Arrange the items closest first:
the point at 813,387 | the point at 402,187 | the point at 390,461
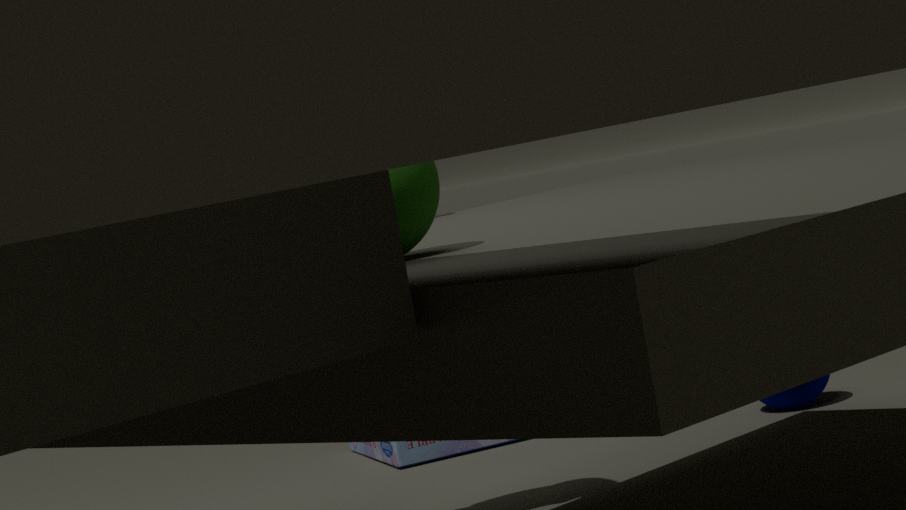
the point at 402,187
the point at 813,387
the point at 390,461
